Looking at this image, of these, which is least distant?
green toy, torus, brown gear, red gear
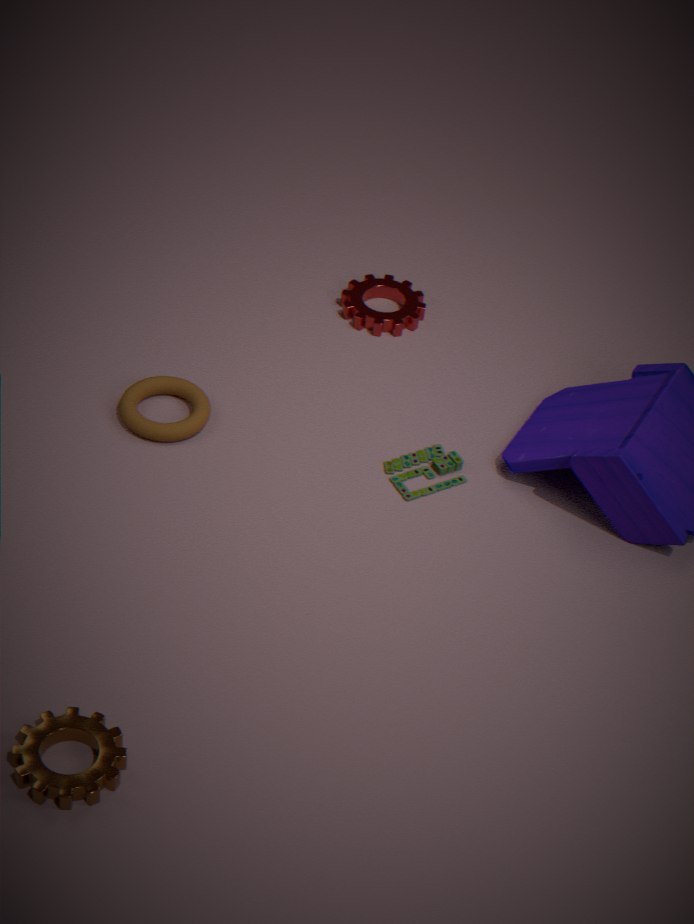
brown gear
